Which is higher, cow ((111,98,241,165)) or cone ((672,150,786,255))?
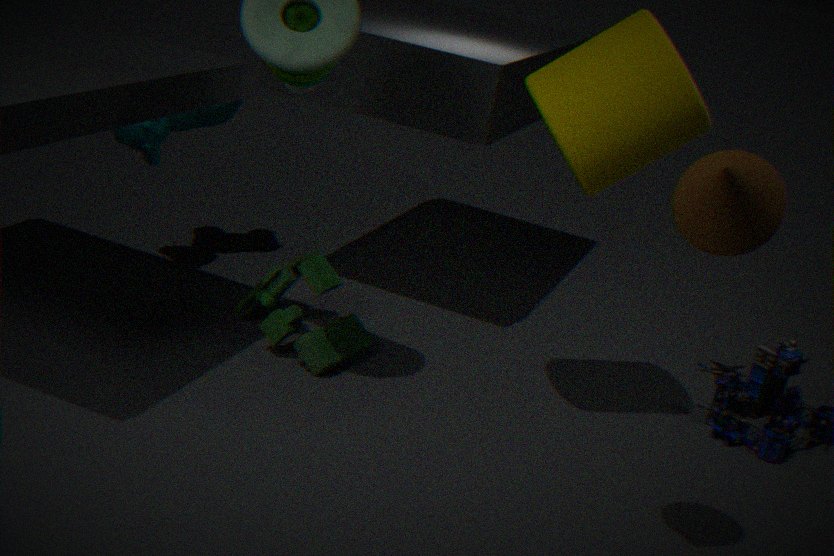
cone ((672,150,786,255))
